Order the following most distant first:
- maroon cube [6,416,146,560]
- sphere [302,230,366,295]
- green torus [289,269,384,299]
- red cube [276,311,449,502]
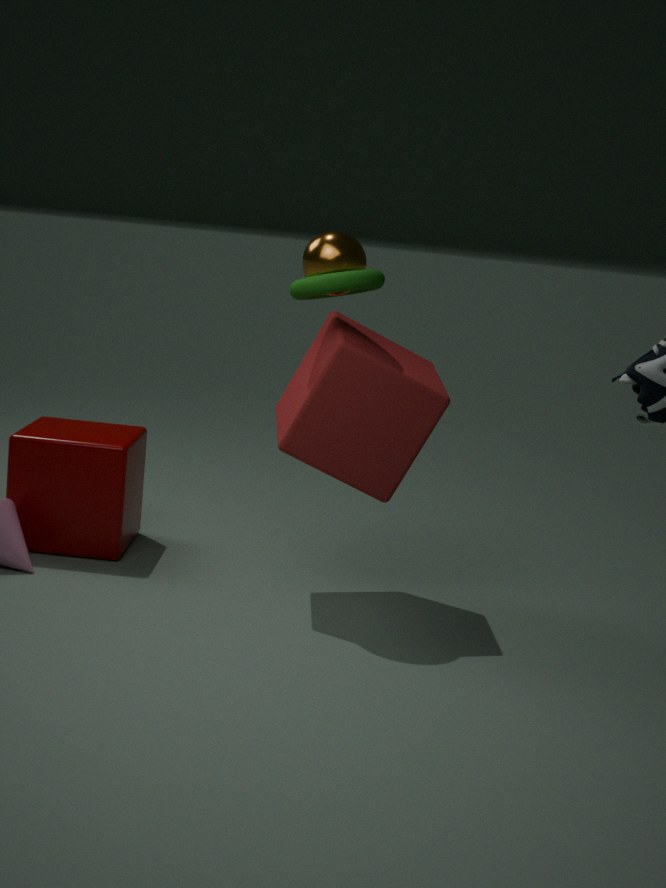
maroon cube [6,416,146,560], sphere [302,230,366,295], red cube [276,311,449,502], green torus [289,269,384,299]
